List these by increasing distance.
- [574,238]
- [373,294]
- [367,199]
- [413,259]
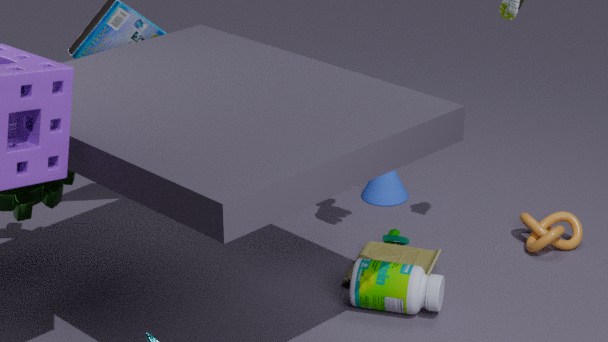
[373,294] → [413,259] → [574,238] → [367,199]
